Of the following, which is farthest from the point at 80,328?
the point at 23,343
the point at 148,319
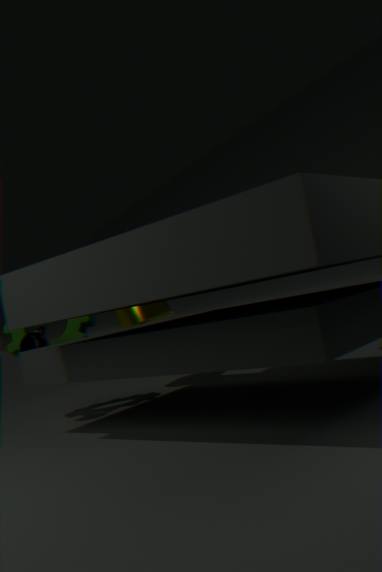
the point at 148,319
